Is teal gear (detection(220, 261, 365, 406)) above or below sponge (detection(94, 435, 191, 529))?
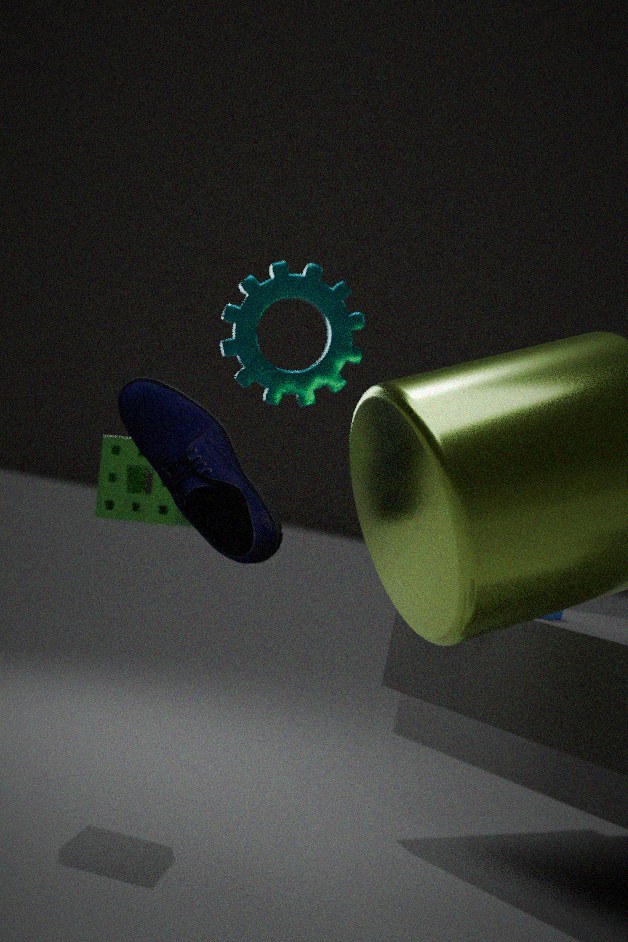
above
